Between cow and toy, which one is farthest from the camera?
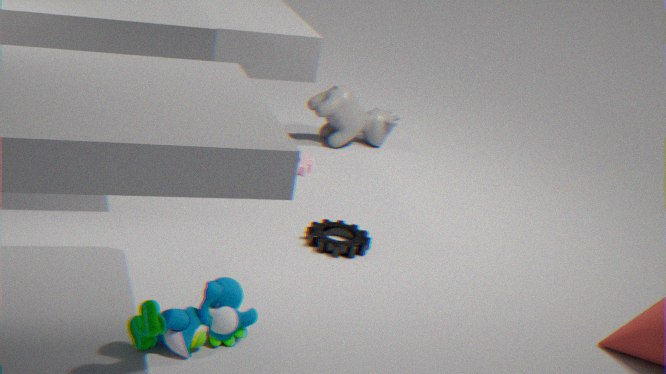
cow
